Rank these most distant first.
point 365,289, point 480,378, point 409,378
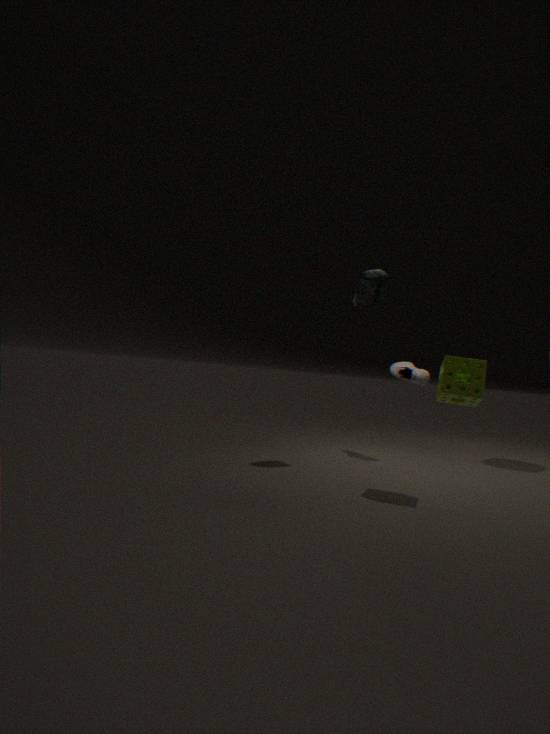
point 409,378
point 365,289
point 480,378
